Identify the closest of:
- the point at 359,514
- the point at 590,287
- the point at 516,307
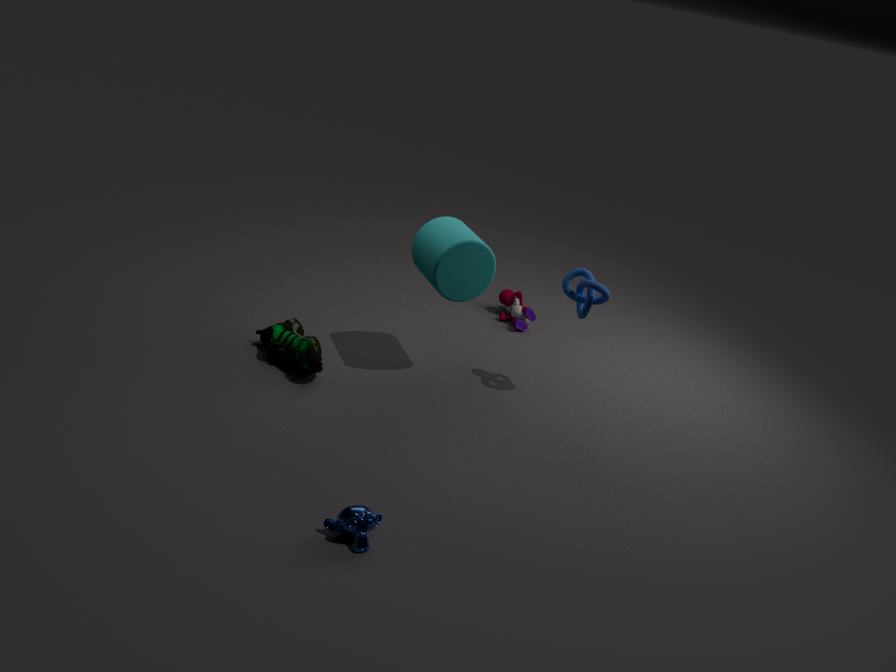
the point at 359,514
